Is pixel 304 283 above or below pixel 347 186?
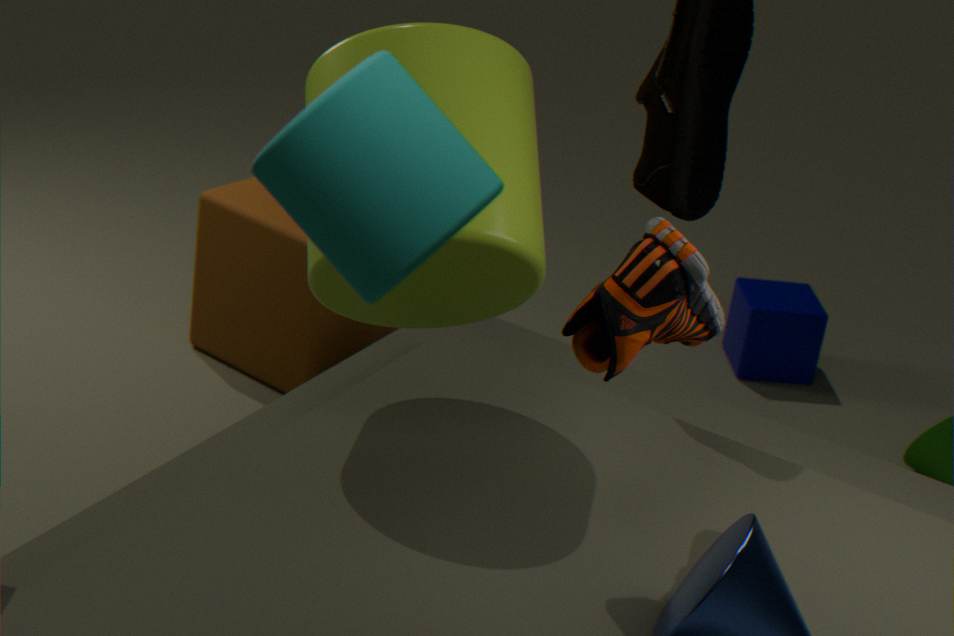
below
